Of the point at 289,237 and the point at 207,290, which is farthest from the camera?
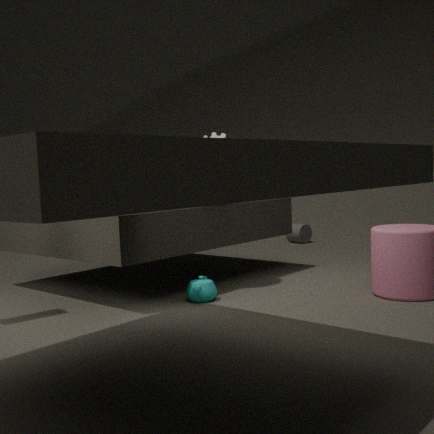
the point at 289,237
